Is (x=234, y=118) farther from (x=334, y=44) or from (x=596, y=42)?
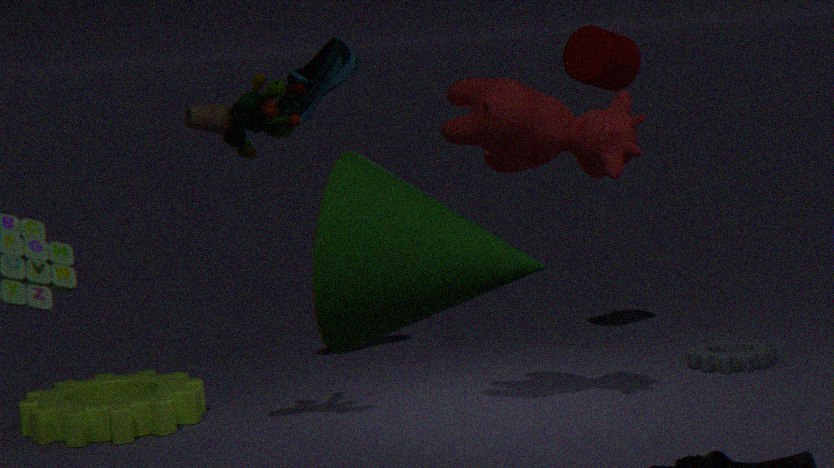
(x=596, y=42)
